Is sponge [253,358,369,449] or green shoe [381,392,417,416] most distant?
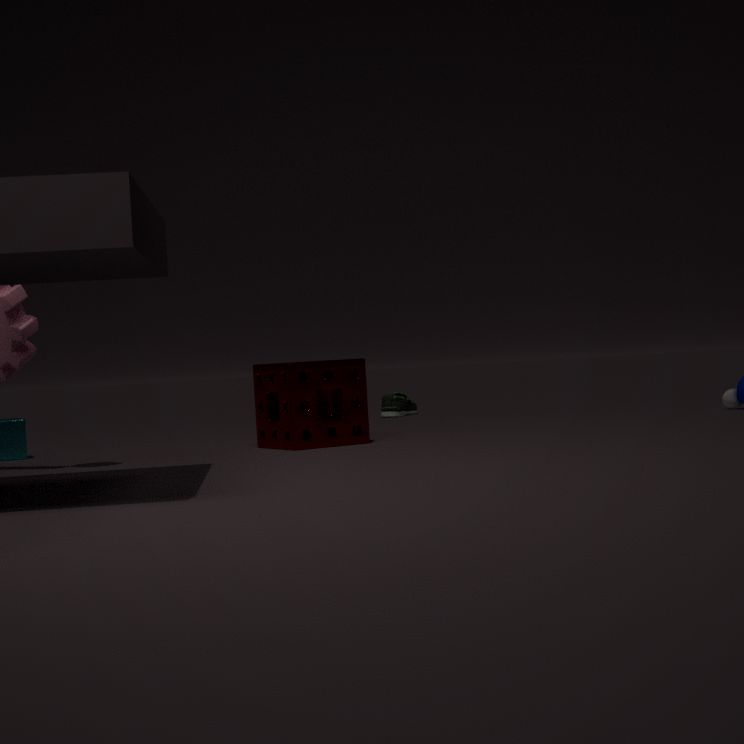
green shoe [381,392,417,416]
